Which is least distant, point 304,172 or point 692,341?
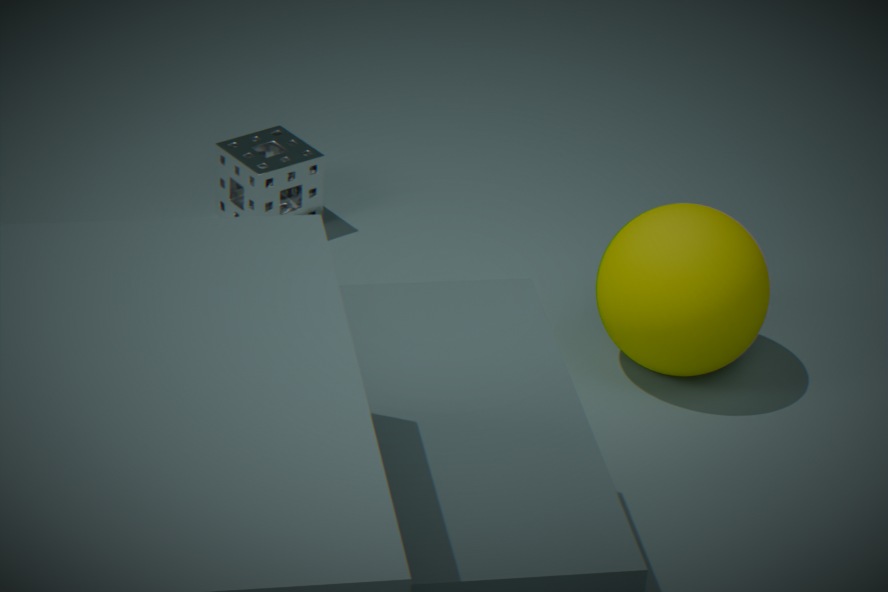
point 692,341
